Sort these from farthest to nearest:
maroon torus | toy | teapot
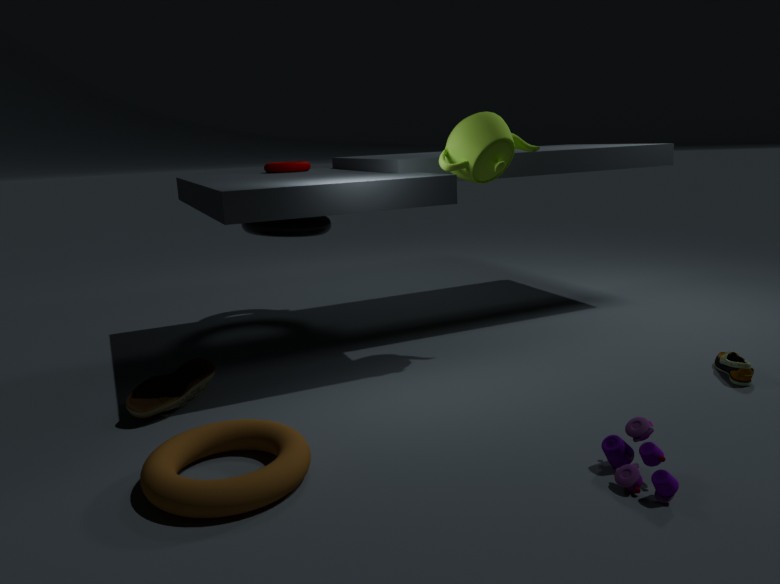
maroon torus
teapot
toy
